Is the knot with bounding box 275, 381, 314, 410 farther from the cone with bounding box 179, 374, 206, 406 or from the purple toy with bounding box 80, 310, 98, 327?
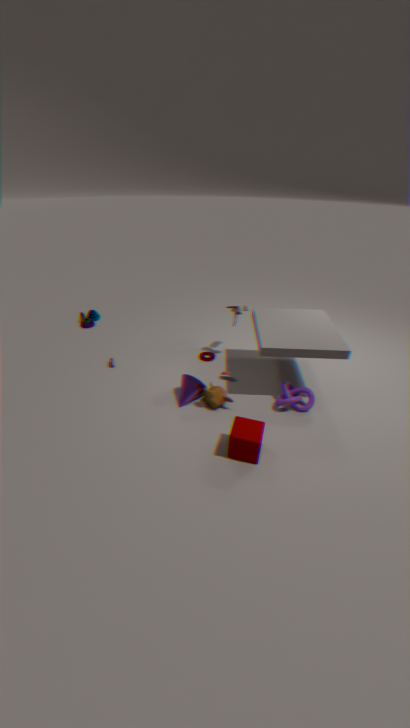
the purple toy with bounding box 80, 310, 98, 327
